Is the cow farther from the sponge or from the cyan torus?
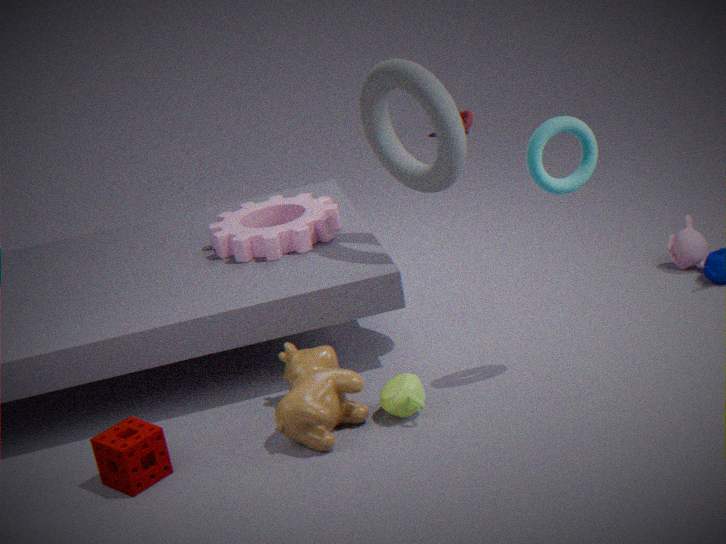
the cyan torus
